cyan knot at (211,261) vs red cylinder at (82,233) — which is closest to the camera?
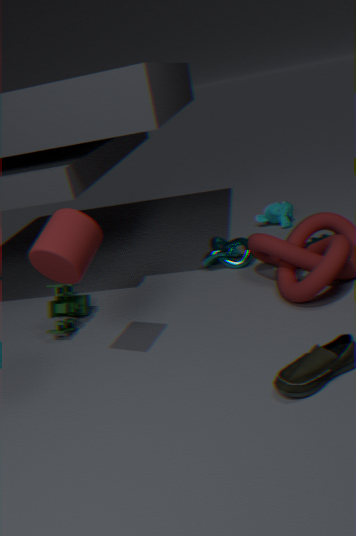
red cylinder at (82,233)
